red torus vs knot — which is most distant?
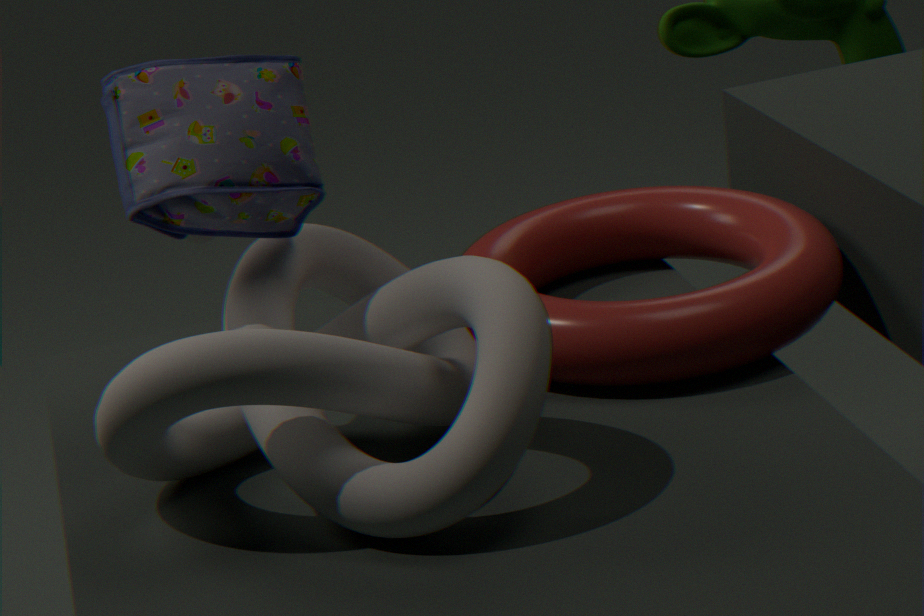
red torus
